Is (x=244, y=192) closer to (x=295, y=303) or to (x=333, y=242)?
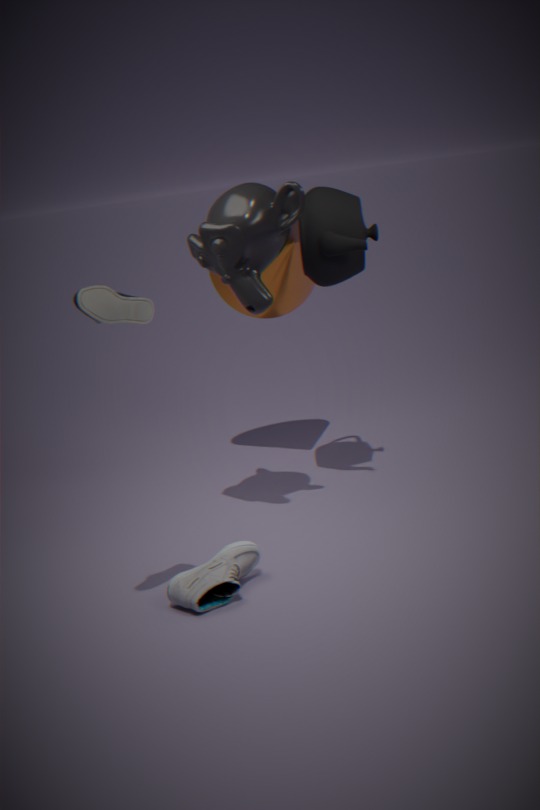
(x=333, y=242)
